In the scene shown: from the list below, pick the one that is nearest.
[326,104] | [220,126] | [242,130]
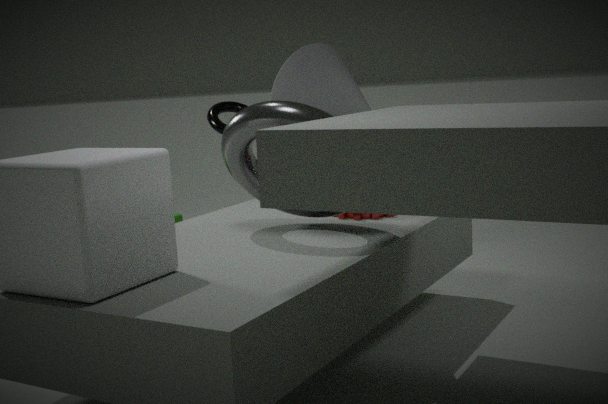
[242,130]
